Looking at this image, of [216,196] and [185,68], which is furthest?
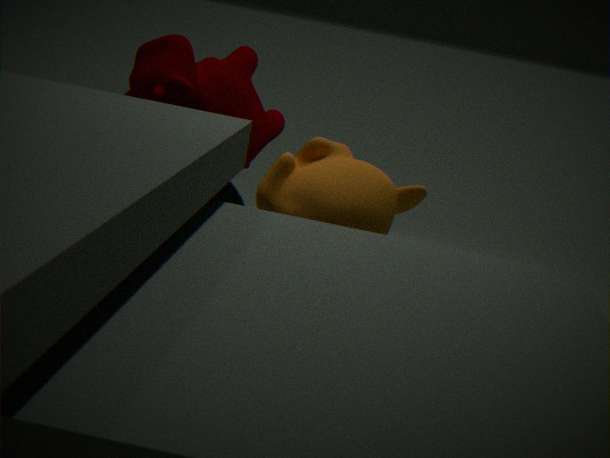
[185,68]
